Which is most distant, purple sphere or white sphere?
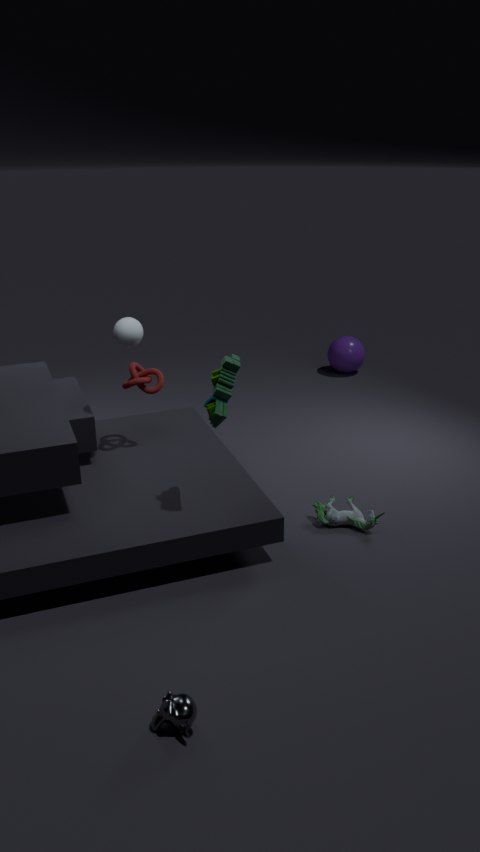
purple sphere
